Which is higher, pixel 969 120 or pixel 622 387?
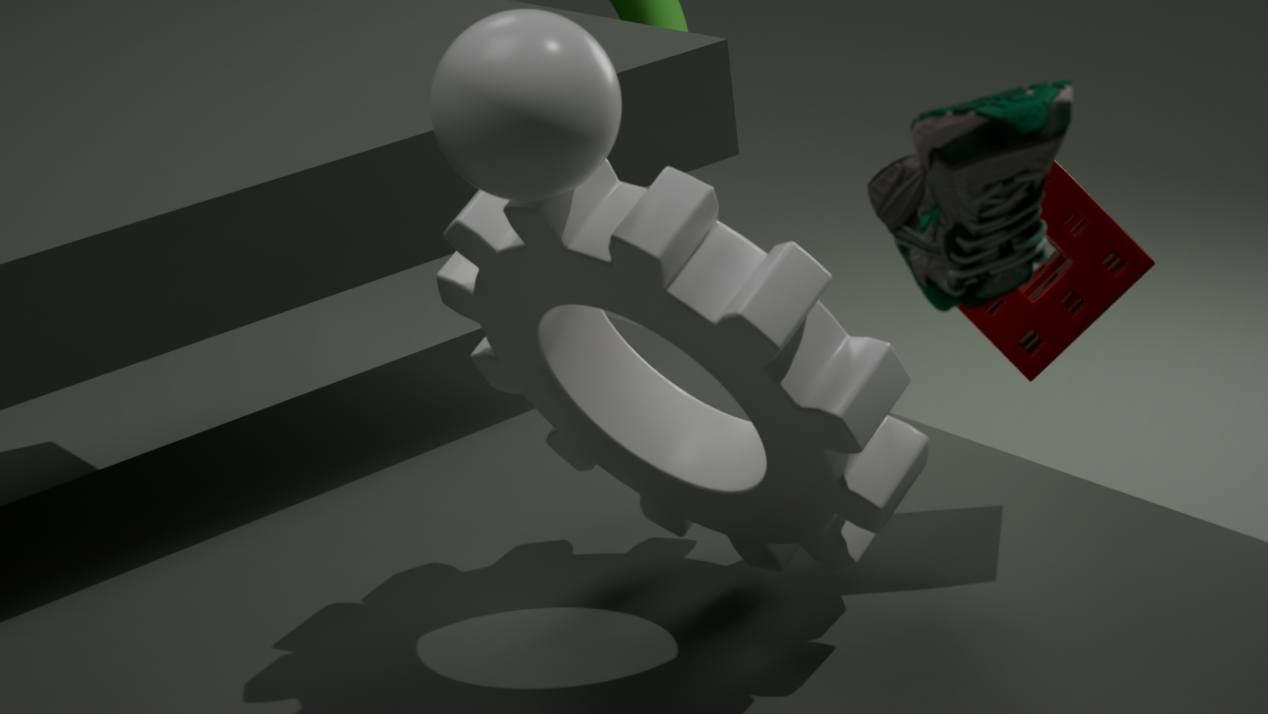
pixel 969 120
